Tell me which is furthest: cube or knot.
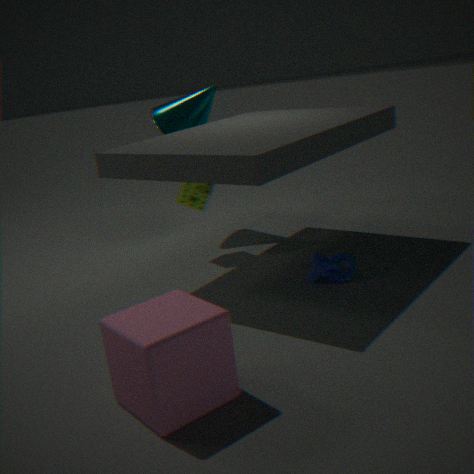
knot
